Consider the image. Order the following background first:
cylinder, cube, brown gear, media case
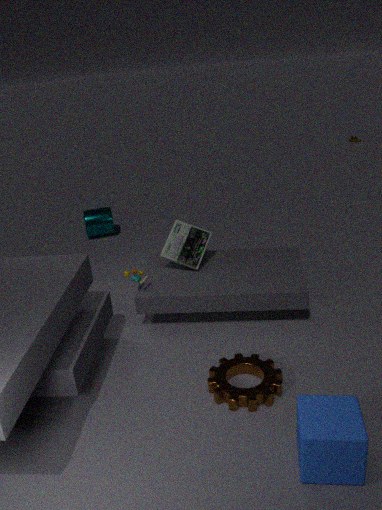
cylinder, media case, brown gear, cube
